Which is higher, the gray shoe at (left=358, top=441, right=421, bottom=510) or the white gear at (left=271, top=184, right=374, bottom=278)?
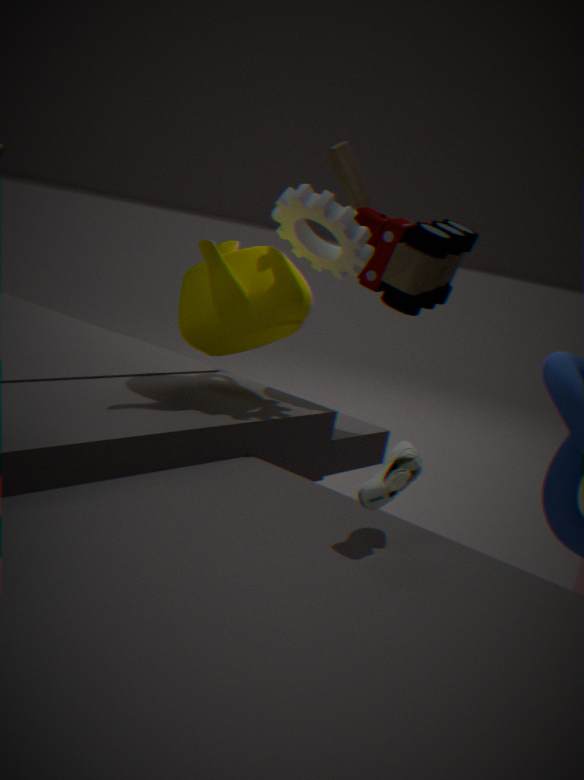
the white gear at (left=271, top=184, right=374, bottom=278)
